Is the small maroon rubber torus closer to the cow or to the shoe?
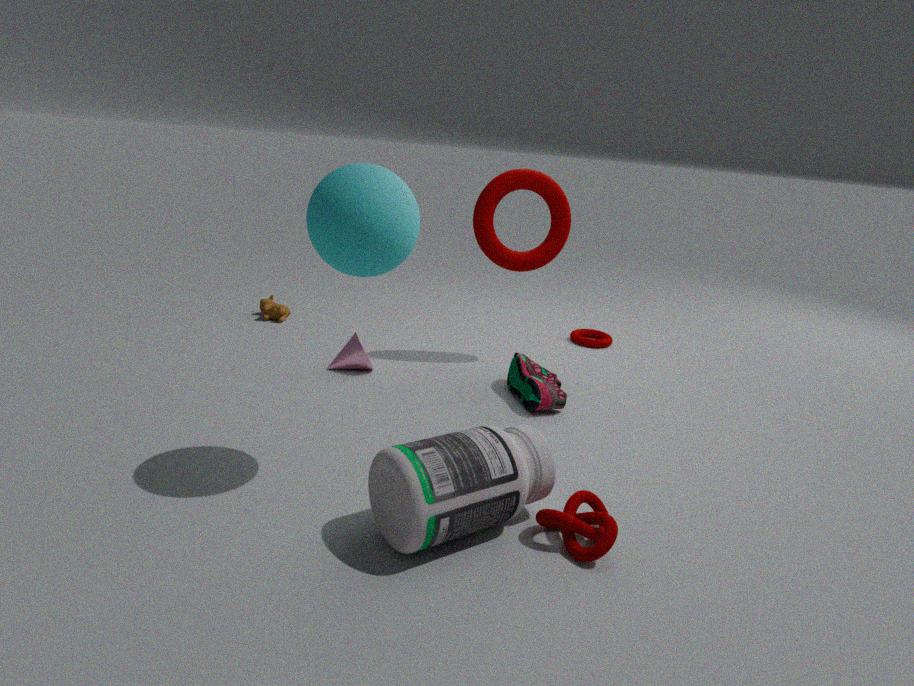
the shoe
